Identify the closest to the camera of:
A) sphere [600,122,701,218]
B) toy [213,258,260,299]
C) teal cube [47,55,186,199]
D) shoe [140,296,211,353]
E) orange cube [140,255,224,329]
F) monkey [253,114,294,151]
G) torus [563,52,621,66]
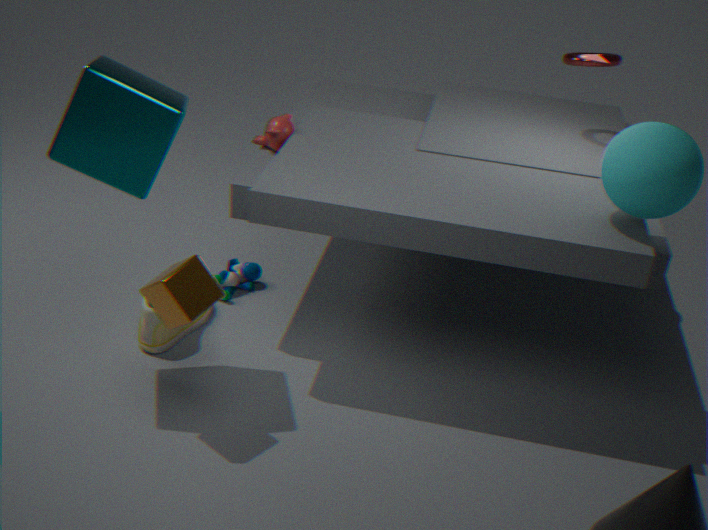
teal cube [47,55,186,199]
